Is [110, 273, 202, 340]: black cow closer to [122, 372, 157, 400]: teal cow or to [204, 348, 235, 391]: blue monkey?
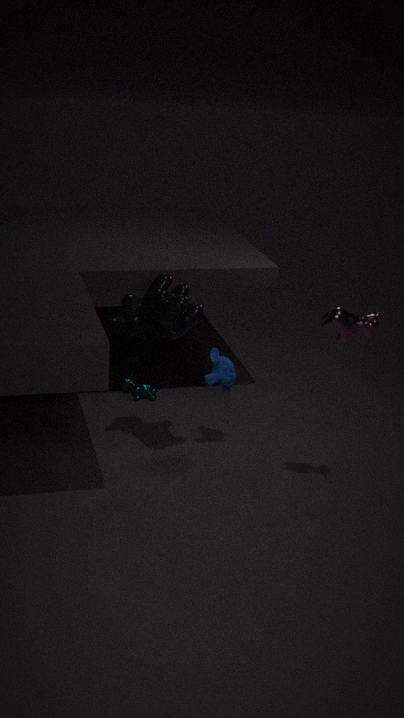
[204, 348, 235, 391]: blue monkey
